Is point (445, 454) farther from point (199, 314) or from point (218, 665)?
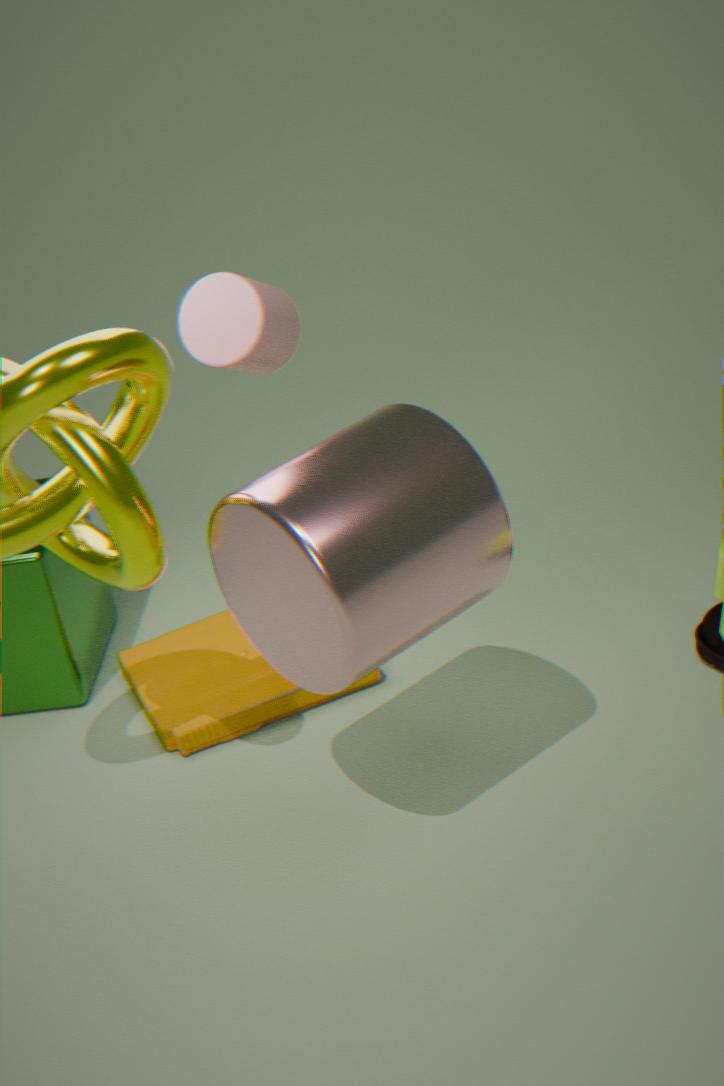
point (218, 665)
